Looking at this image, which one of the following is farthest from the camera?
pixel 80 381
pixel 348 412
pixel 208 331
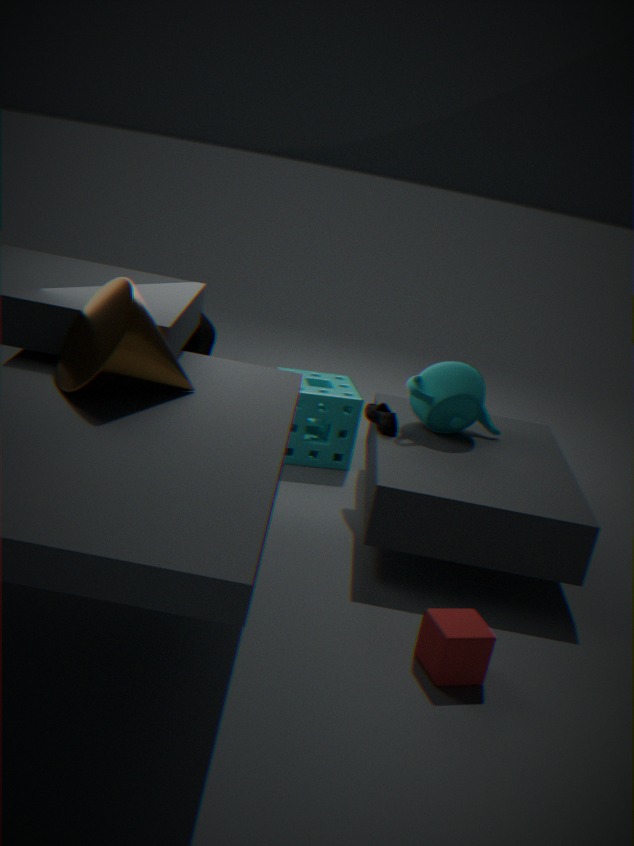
pixel 348 412
